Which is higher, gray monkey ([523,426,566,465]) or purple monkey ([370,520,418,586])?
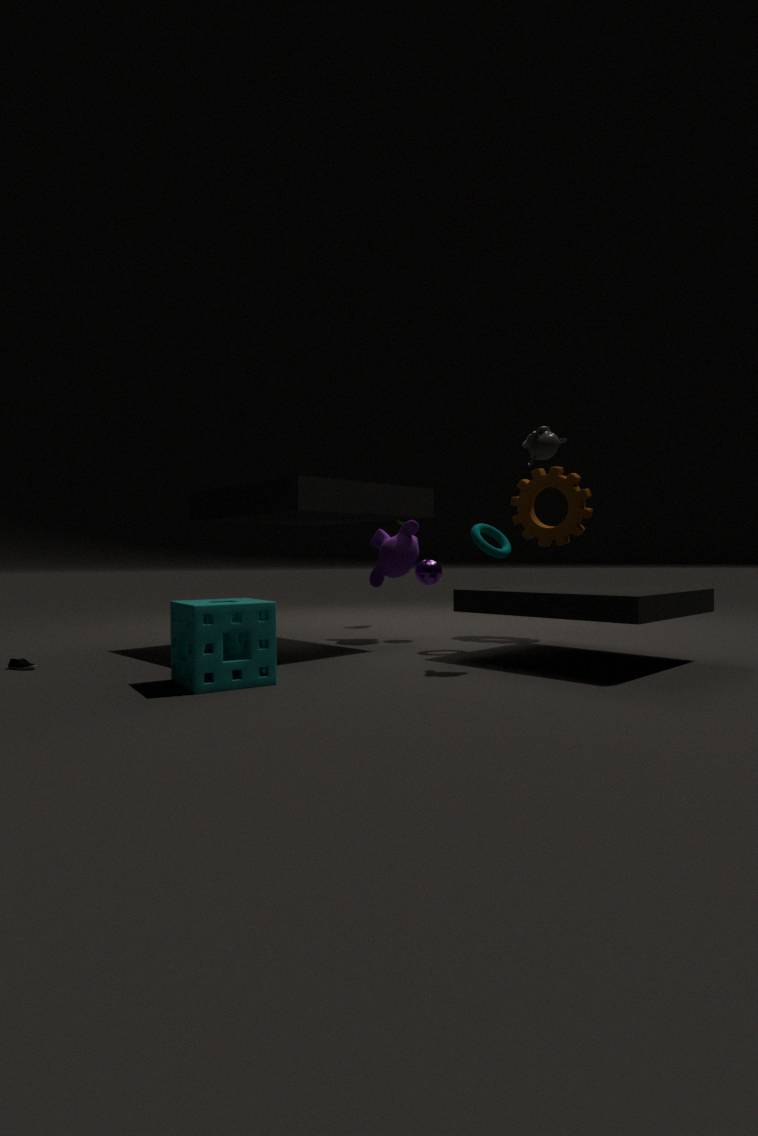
gray monkey ([523,426,566,465])
